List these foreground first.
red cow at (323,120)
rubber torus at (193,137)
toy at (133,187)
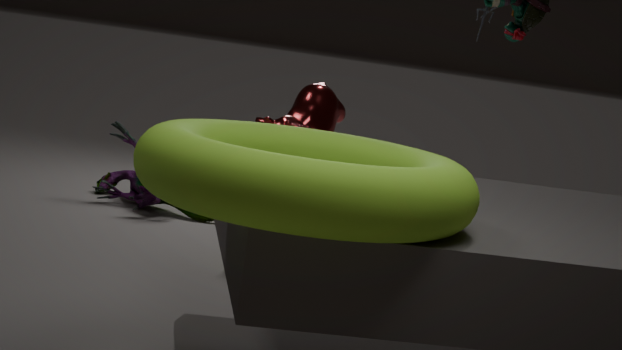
1. rubber torus at (193,137)
2. red cow at (323,120)
3. toy at (133,187)
